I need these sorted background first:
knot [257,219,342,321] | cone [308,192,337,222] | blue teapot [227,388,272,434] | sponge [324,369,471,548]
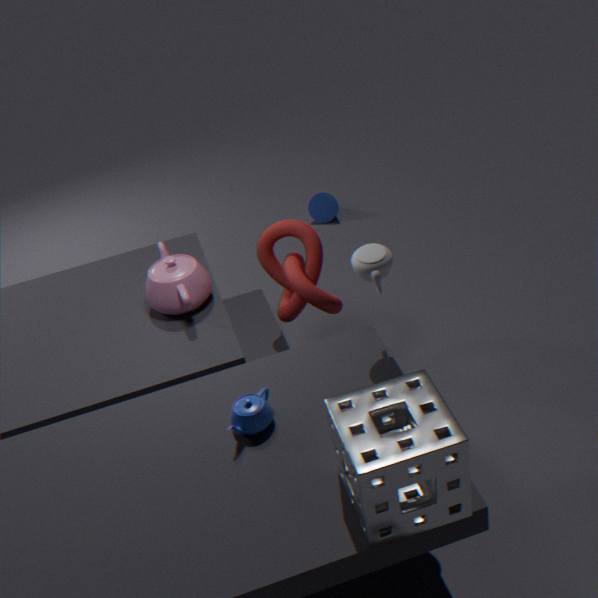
cone [308,192,337,222] < knot [257,219,342,321] < blue teapot [227,388,272,434] < sponge [324,369,471,548]
